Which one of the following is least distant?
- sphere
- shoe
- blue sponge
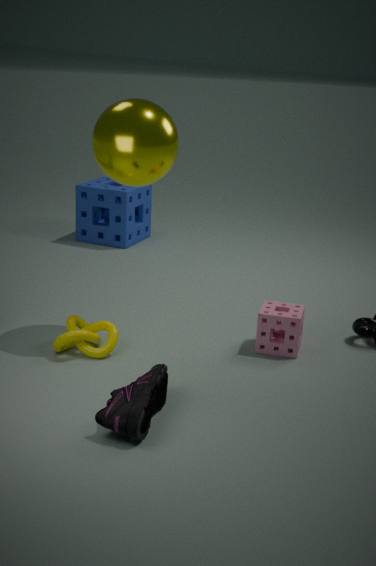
shoe
